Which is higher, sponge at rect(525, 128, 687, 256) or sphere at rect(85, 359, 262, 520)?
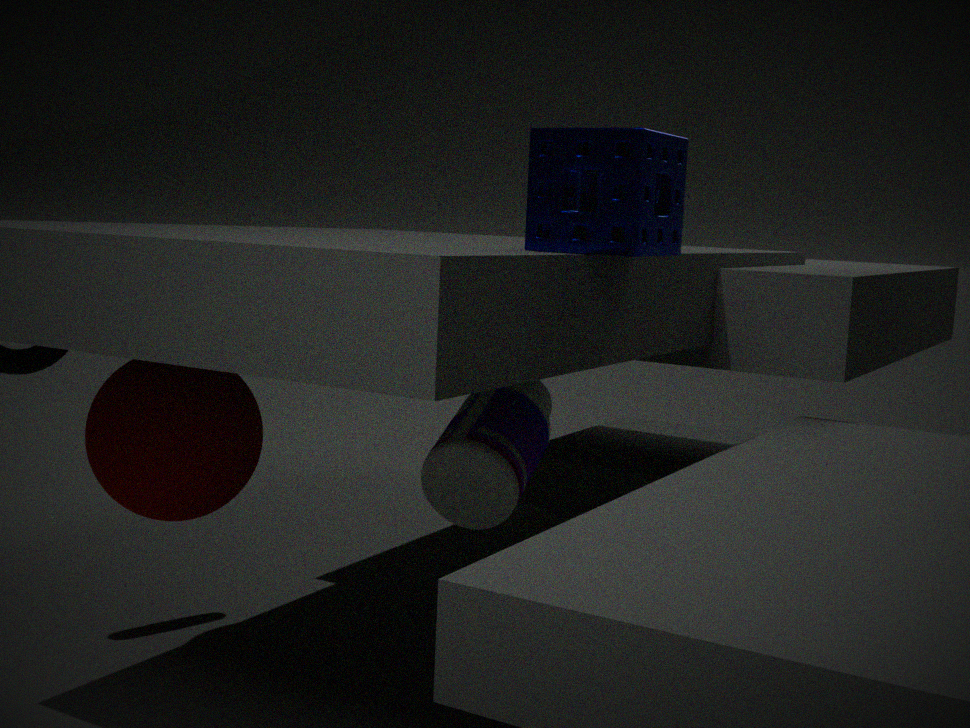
sponge at rect(525, 128, 687, 256)
